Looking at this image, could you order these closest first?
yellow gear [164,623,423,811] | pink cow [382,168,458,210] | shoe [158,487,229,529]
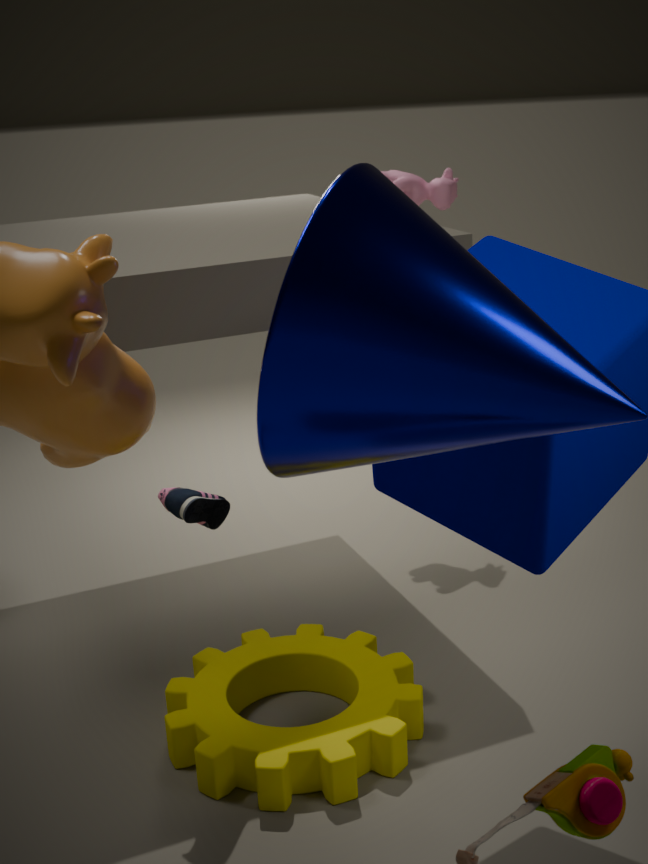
1. shoe [158,487,229,529]
2. yellow gear [164,623,423,811]
3. pink cow [382,168,458,210]
